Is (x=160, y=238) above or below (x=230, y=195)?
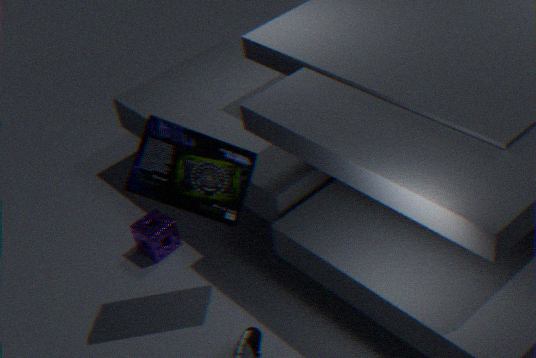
below
